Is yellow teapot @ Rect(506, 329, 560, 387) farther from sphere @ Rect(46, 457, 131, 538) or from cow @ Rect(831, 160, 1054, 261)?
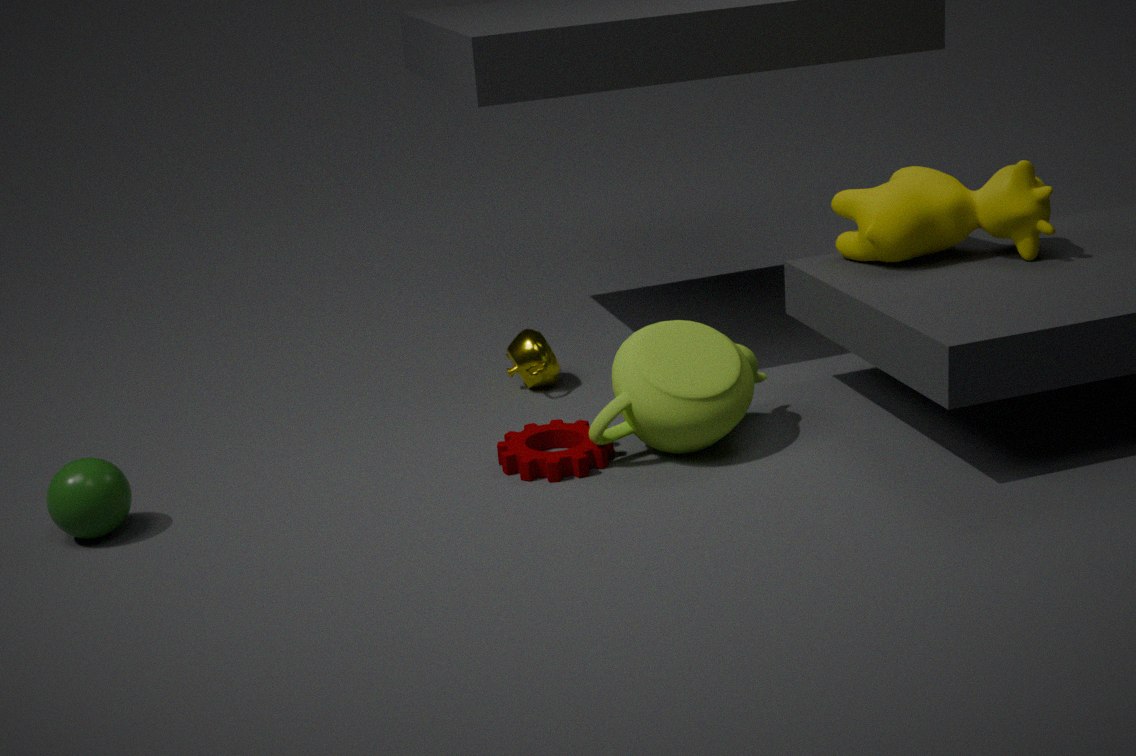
sphere @ Rect(46, 457, 131, 538)
